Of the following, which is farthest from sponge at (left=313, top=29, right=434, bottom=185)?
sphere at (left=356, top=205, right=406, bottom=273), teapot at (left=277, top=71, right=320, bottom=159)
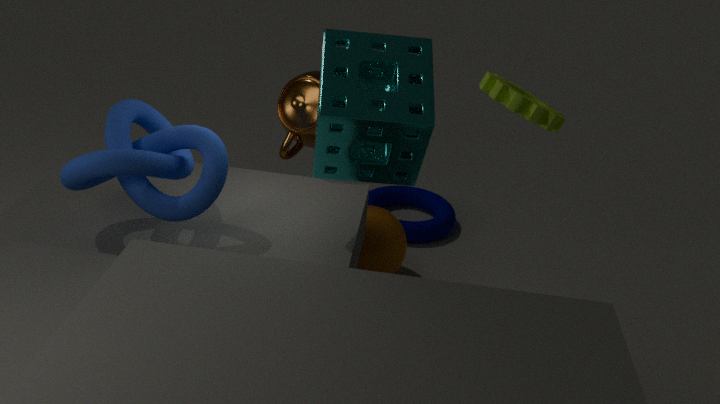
sphere at (left=356, top=205, right=406, bottom=273)
